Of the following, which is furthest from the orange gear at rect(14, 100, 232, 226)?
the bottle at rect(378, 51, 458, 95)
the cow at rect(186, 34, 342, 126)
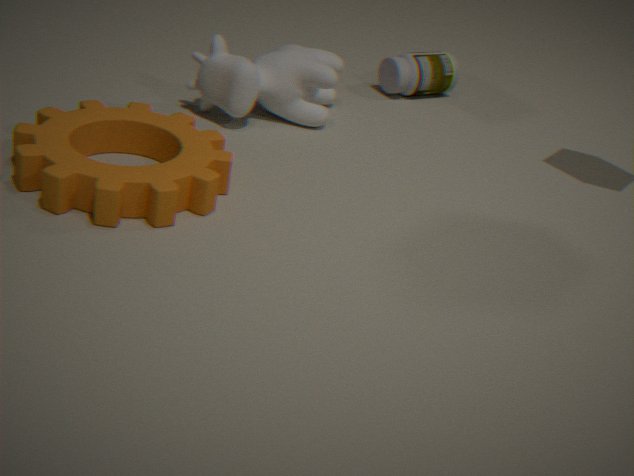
the bottle at rect(378, 51, 458, 95)
